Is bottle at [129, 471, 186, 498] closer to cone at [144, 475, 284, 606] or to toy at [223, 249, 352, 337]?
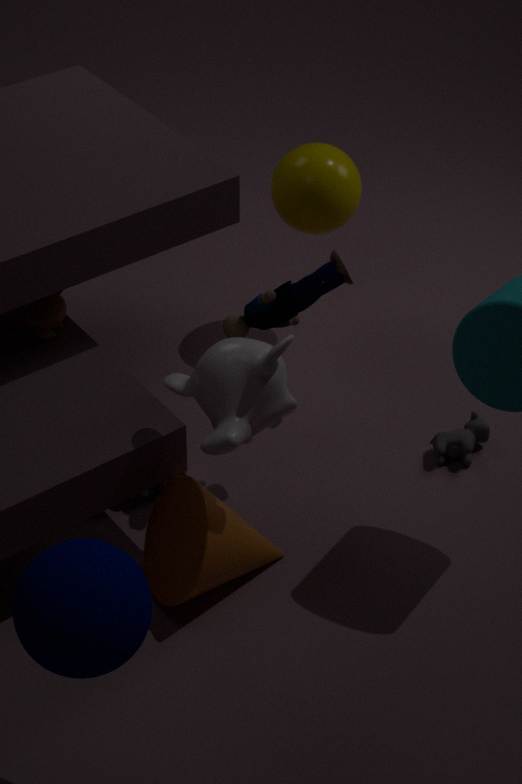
cone at [144, 475, 284, 606]
